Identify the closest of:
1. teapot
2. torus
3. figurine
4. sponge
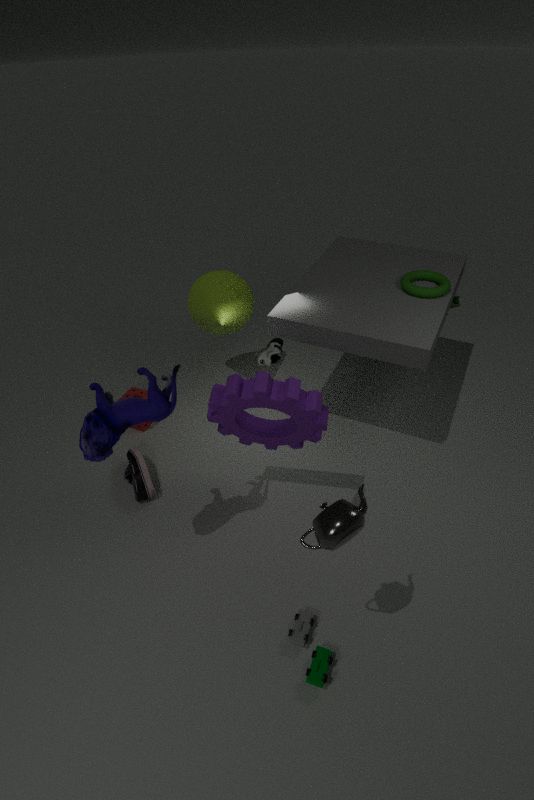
teapot
